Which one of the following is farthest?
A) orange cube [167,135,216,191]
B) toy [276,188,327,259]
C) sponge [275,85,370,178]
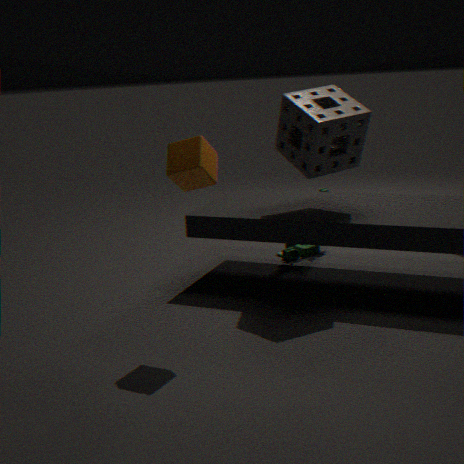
toy [276,188,327,259]
